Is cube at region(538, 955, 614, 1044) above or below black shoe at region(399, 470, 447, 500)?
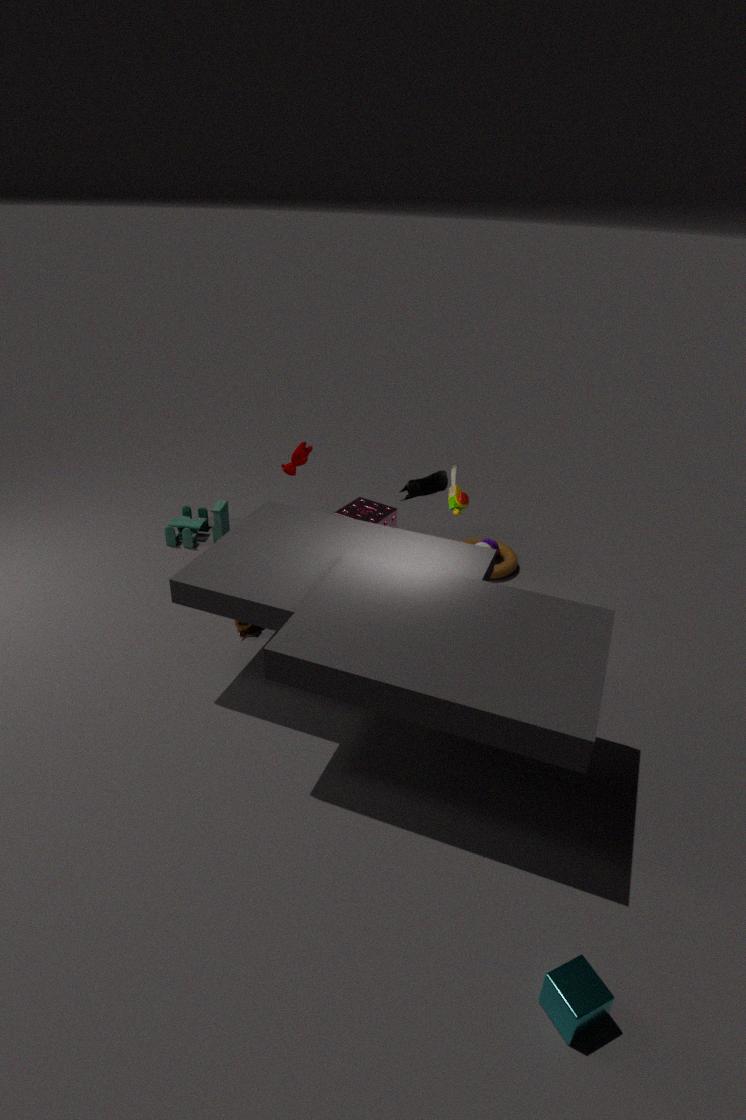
below
